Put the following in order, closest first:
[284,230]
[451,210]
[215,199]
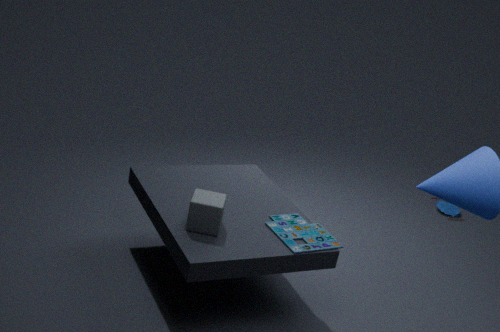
[215,199]
[284,230]
[451,210]
